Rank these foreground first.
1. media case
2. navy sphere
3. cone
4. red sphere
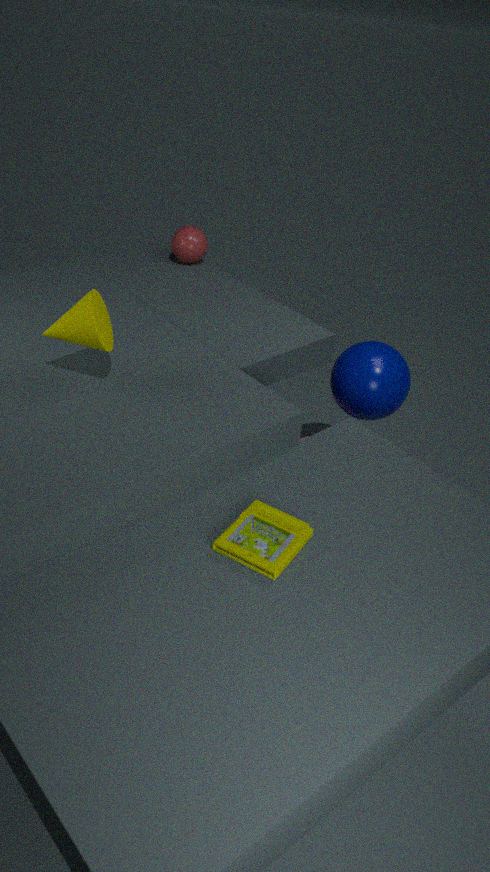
media case
cone
navy sphere
red sphere
